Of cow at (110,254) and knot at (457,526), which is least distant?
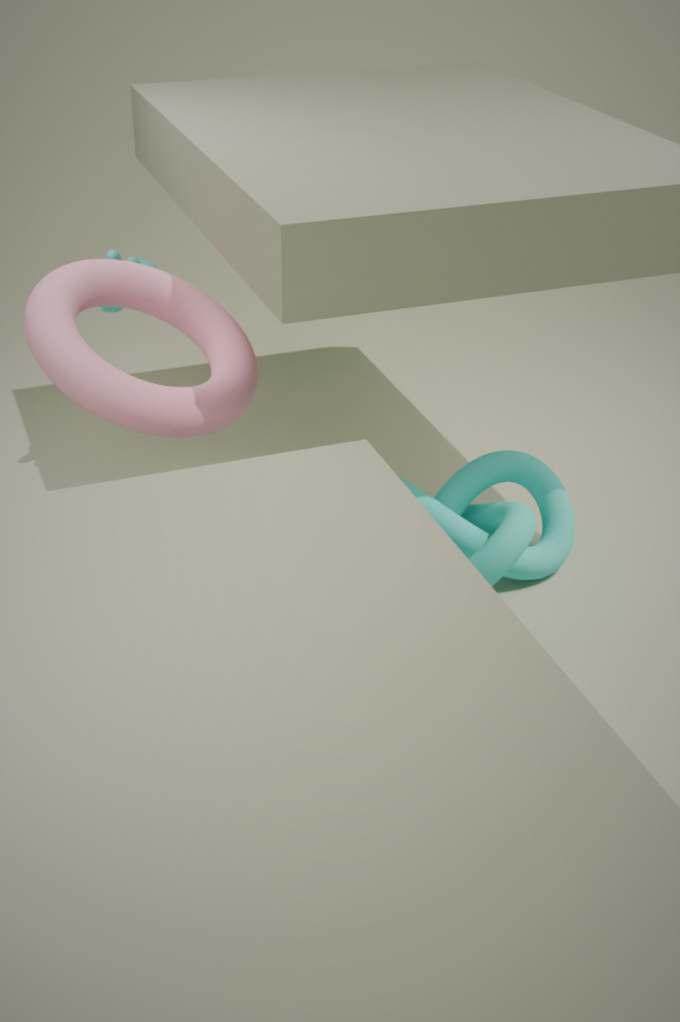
knot at (457,526)
